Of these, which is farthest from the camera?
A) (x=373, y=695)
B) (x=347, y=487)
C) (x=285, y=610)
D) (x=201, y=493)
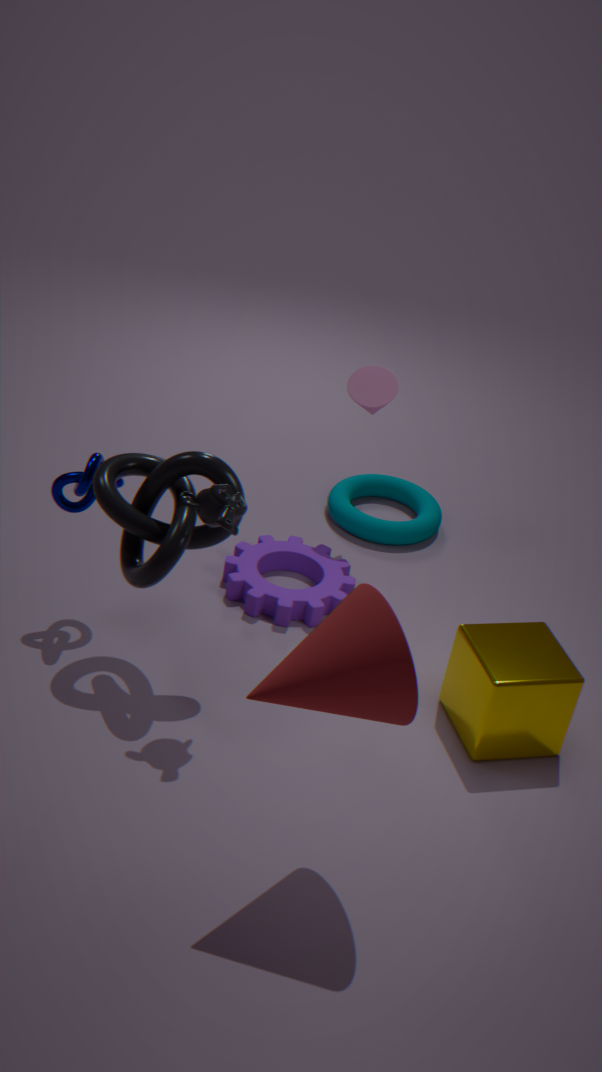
B. (x=347, y=487)
